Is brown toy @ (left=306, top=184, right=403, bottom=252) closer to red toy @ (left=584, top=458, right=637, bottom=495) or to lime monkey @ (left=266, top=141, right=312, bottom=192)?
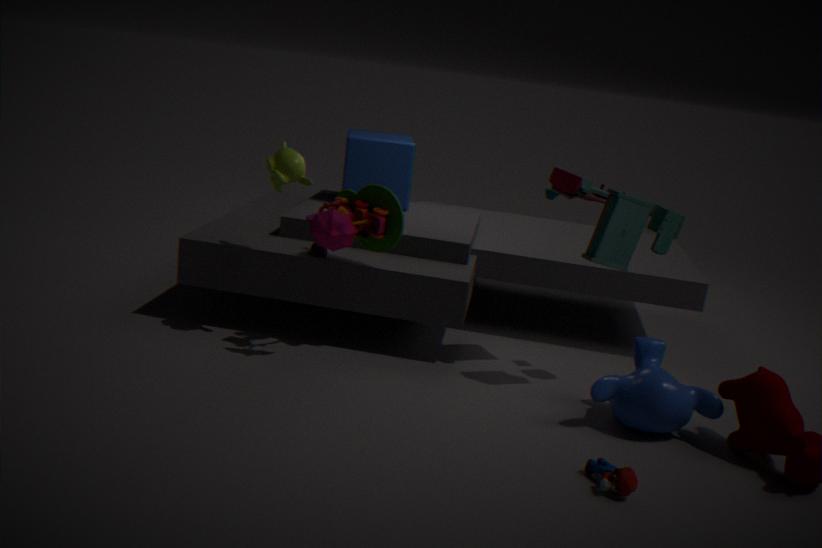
lime monkey @ (left=266, top=141, right=312, bottom=192)
